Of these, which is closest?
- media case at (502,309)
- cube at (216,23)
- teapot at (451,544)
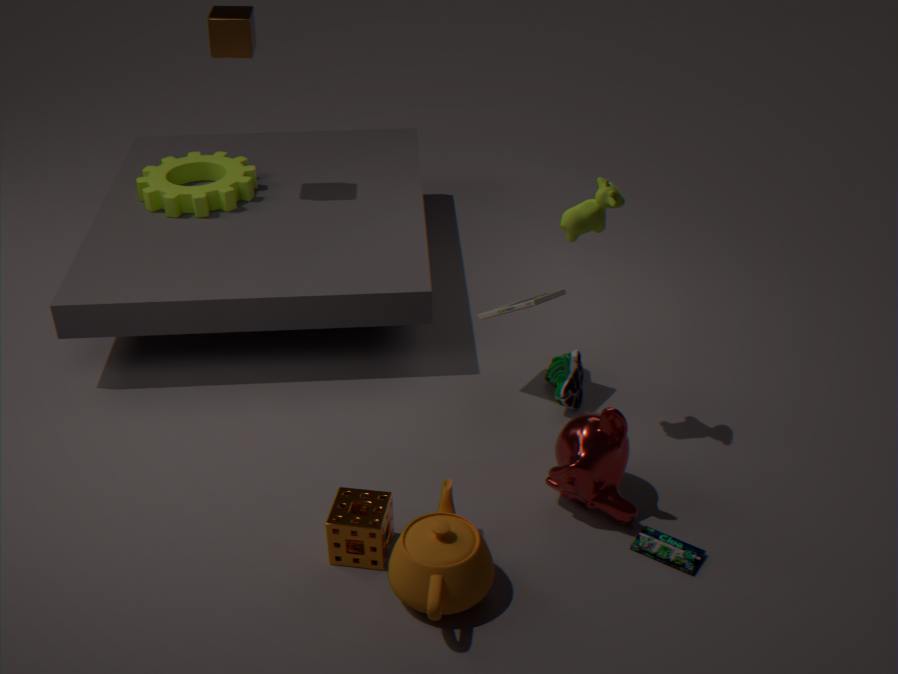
teapot at (451,544)
